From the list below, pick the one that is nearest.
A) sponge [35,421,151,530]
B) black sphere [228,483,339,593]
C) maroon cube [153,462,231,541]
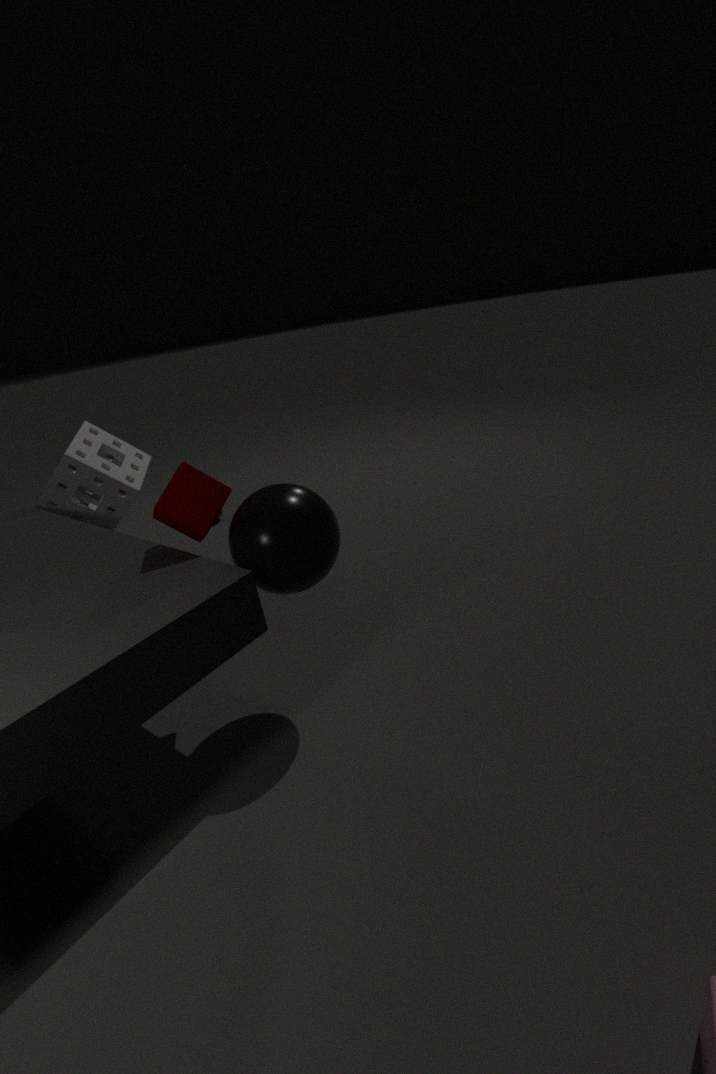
black sphere [228,483,339,593]
